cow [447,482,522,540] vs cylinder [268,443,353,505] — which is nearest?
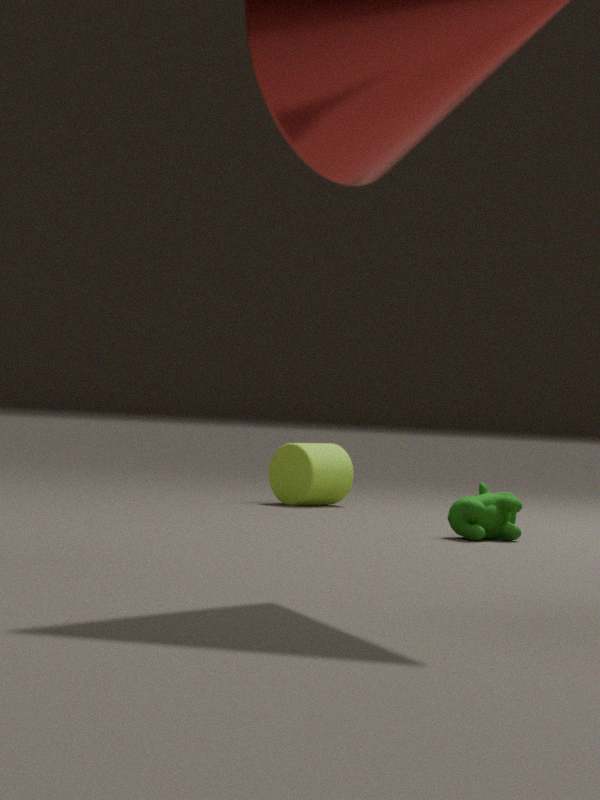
cow [447,482,522,540]
